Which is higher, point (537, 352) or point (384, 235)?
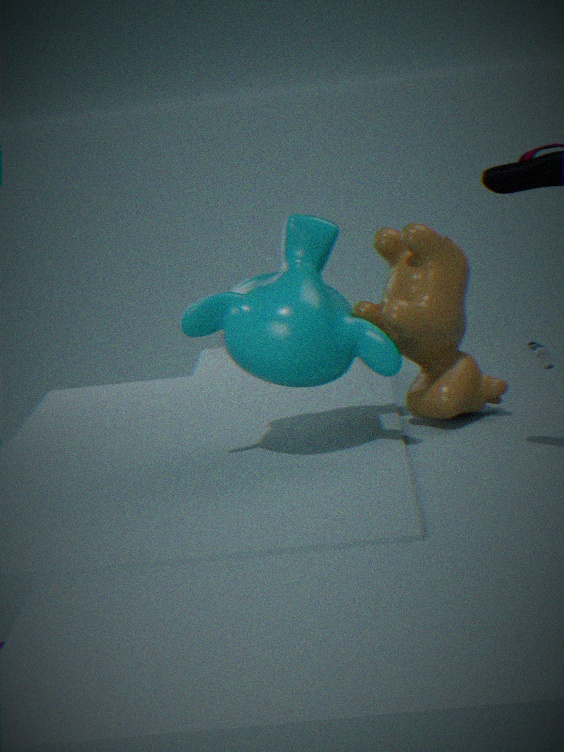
point (384, 235)
